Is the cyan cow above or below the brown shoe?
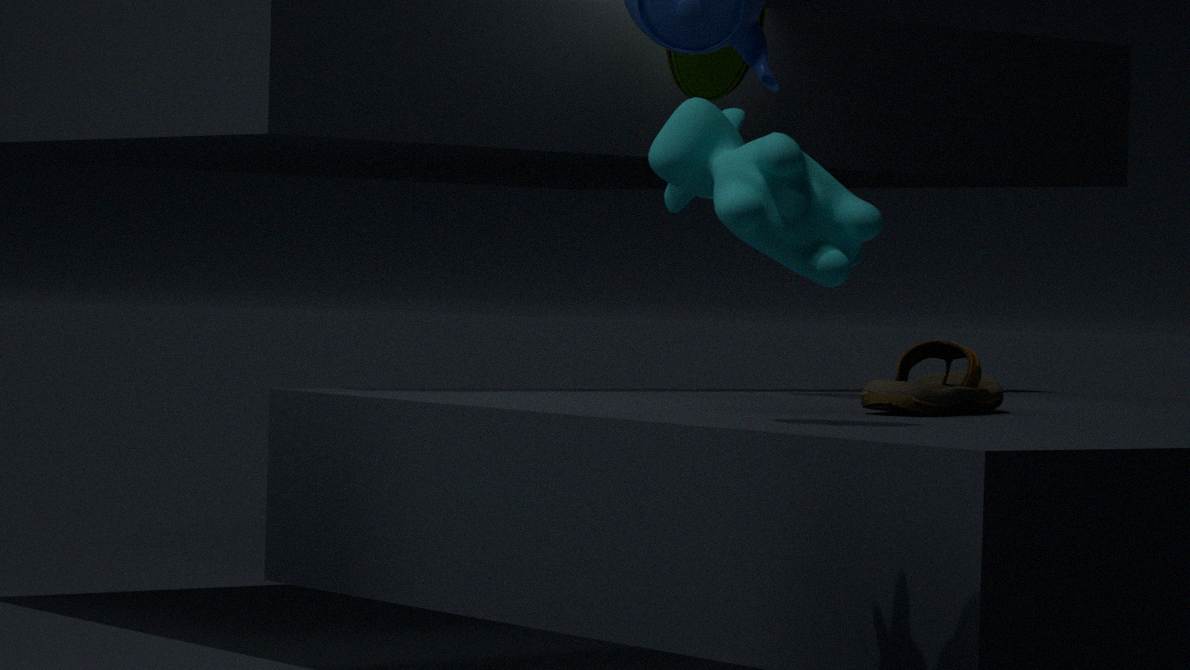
above
